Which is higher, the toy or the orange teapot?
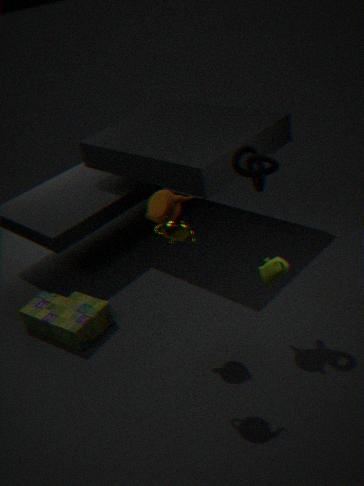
the orange teapot
